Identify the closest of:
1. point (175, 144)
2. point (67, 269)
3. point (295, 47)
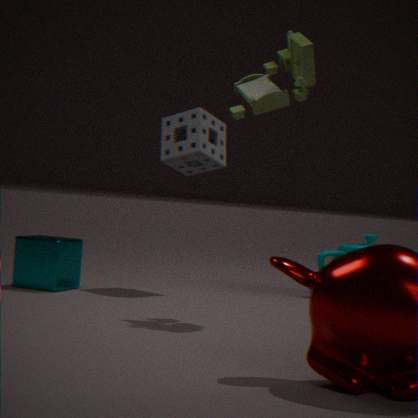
point (295, 47)
